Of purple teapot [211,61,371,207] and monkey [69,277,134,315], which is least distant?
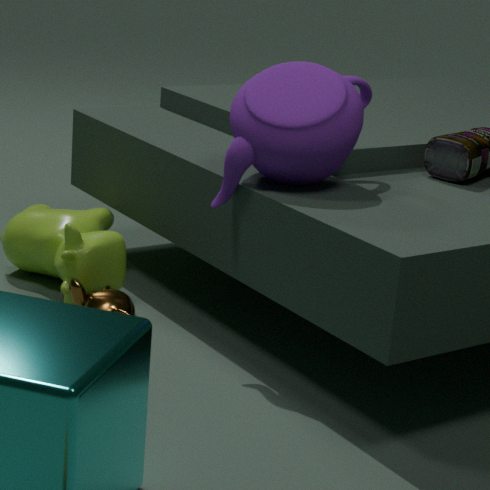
purple teapot [211,61,371,207]
